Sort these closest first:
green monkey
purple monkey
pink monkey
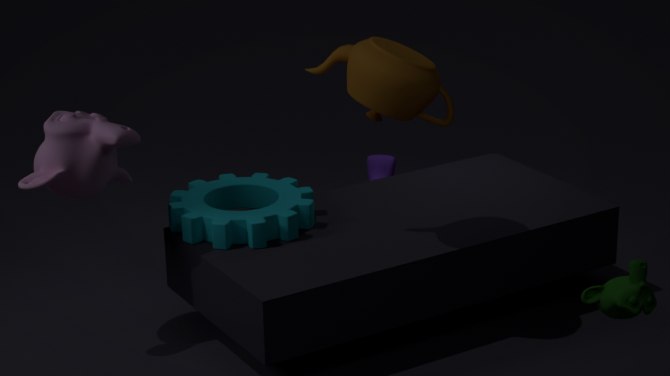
green monkey, pink monkey, purple monkey
